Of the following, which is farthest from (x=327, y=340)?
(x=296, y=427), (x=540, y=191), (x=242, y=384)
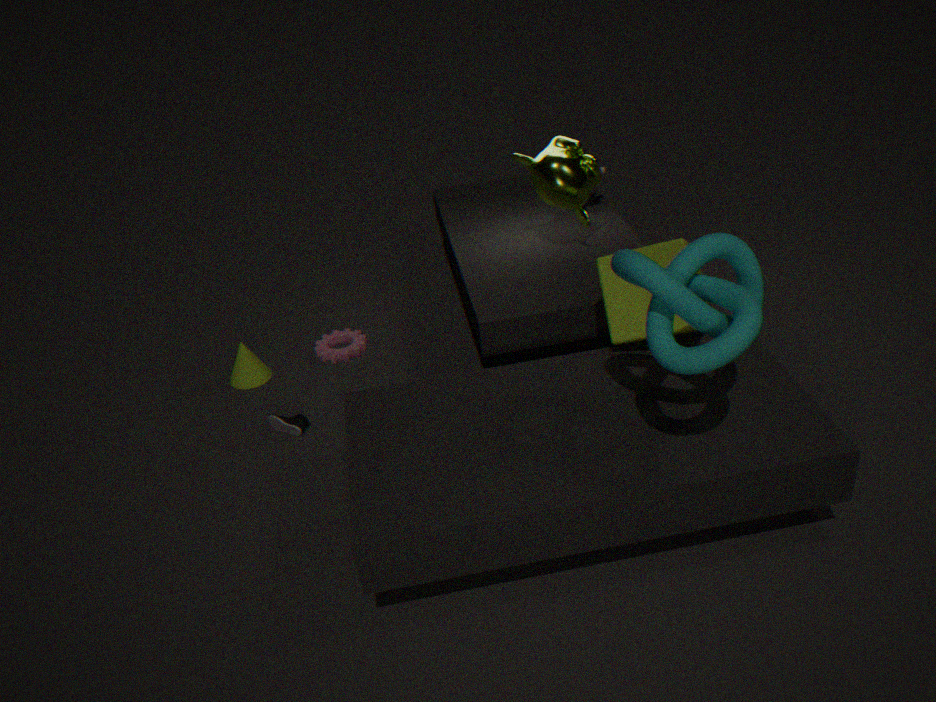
(x=540, y=191)
